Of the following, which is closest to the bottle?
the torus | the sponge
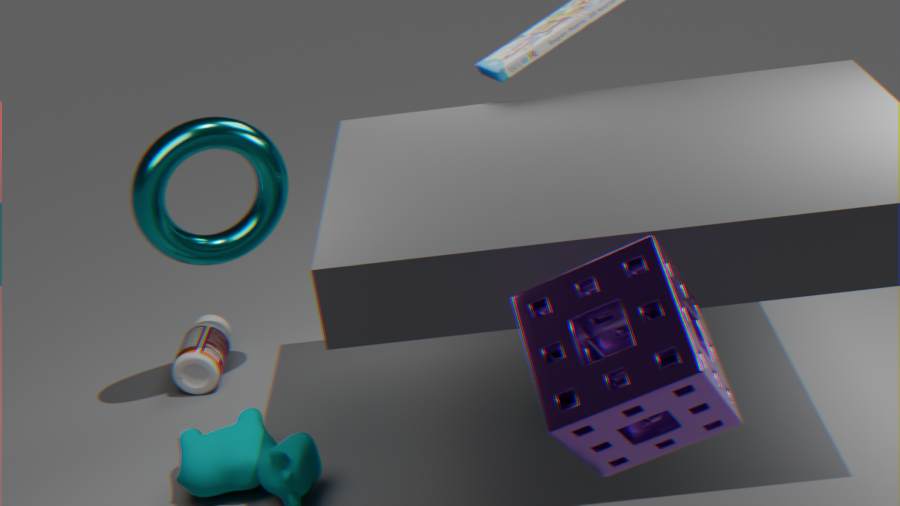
the torus
